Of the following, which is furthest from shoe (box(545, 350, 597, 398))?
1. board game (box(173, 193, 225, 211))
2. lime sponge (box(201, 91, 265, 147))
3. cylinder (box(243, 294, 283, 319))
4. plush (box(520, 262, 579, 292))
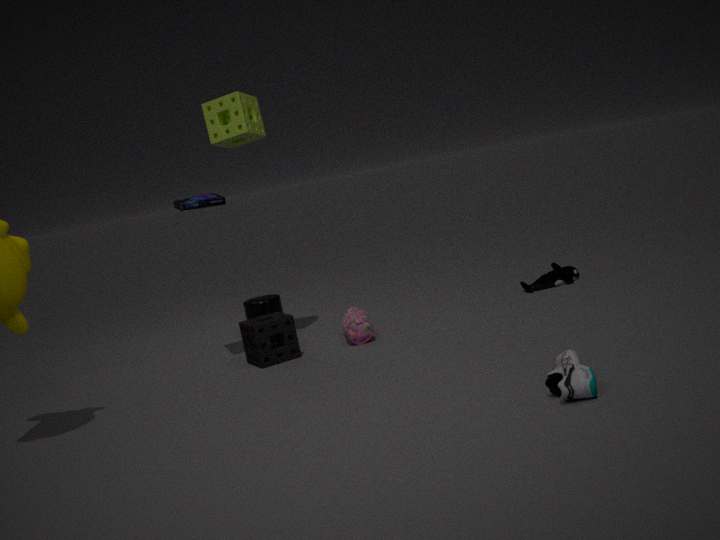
cylinder (box(243, 294, 283, 319))
